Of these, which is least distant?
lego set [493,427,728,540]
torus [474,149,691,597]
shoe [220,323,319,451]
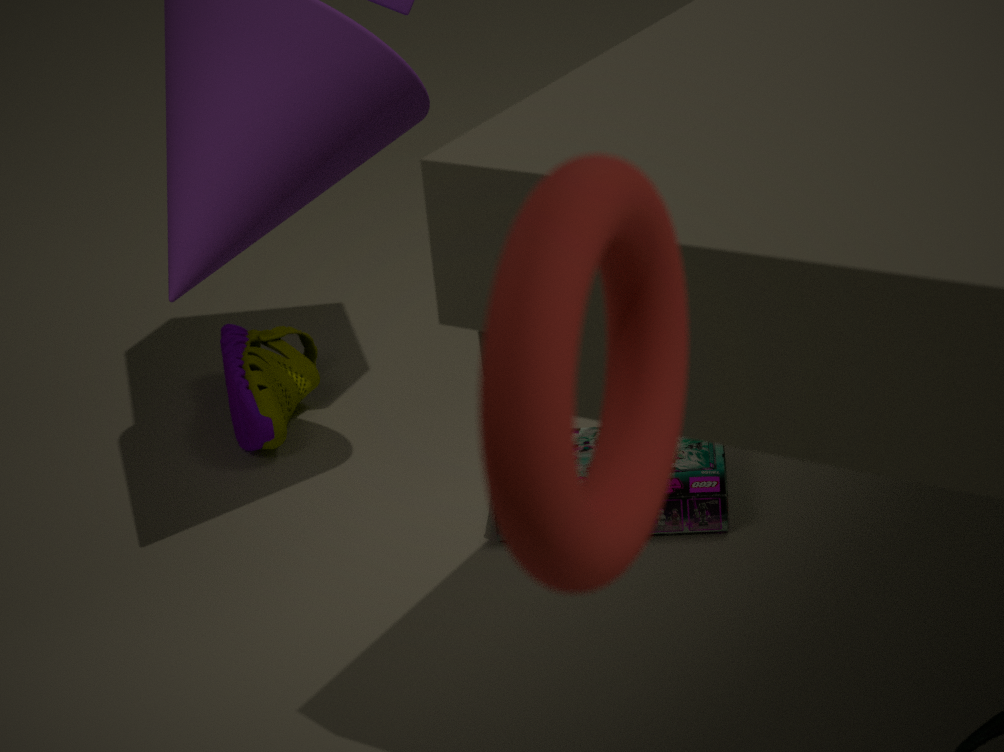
torus [474,149,691,597]
